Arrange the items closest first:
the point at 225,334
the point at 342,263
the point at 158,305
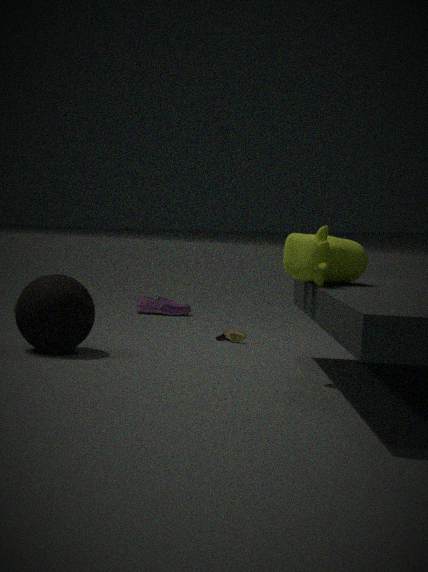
the point at 342,263, the point at 225,334, the point at 158,305
